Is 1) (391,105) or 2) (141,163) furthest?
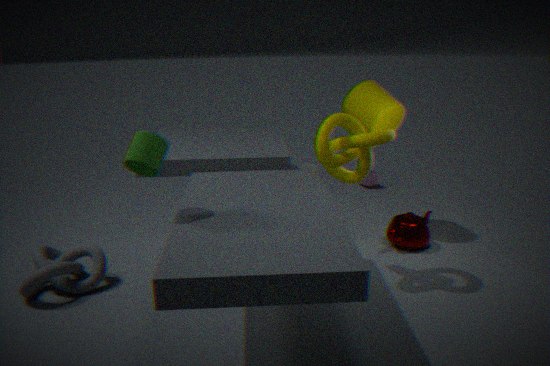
1. (391,105)
